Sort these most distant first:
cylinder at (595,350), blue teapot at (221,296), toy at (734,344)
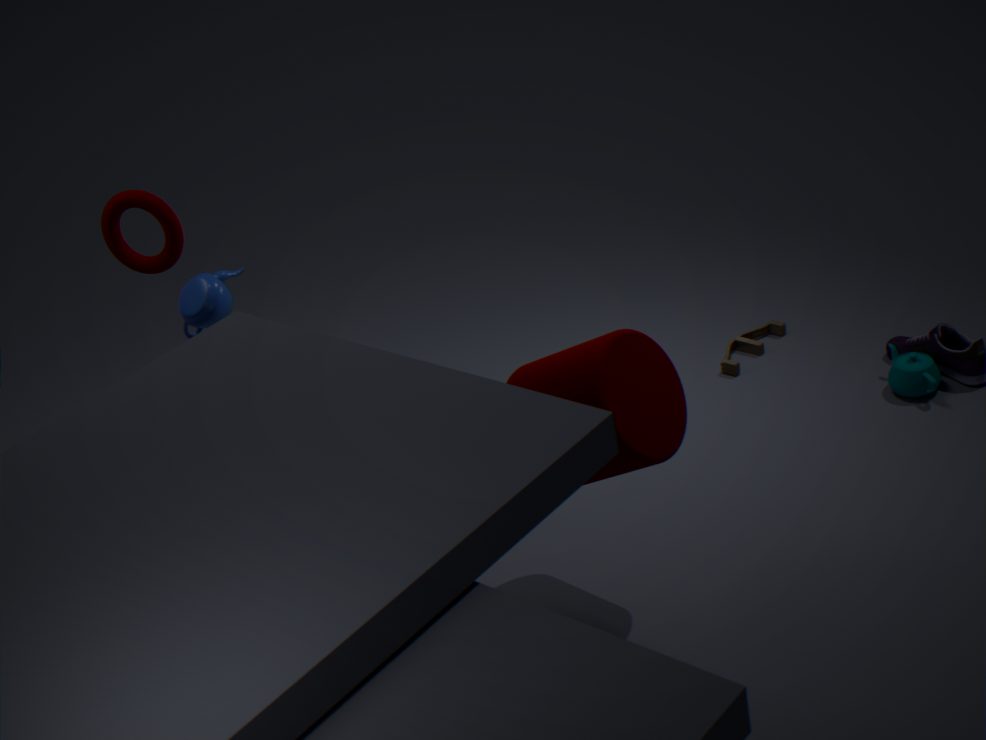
toy at (734,344)
blue teapot at (221,296)
cylinder at (595,350)
